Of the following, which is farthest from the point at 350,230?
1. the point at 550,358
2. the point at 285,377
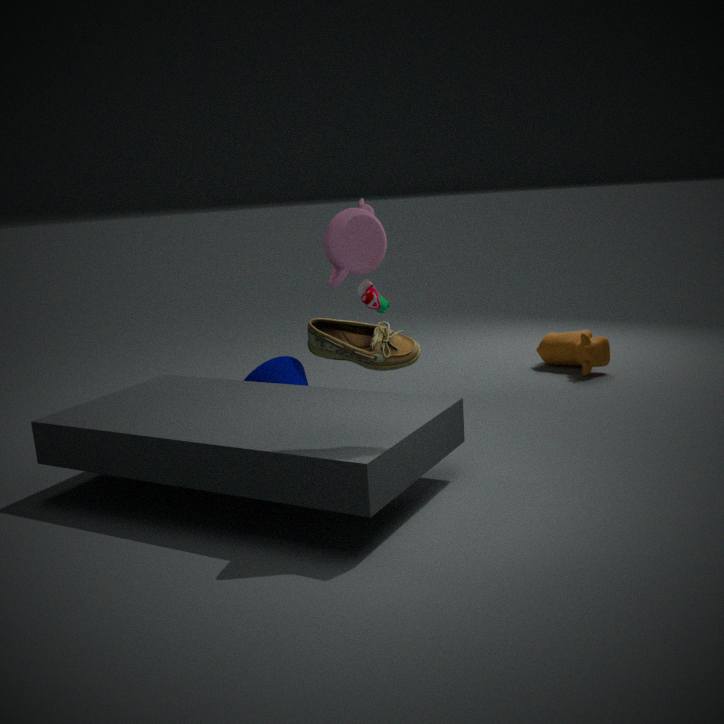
the point at 550,358
